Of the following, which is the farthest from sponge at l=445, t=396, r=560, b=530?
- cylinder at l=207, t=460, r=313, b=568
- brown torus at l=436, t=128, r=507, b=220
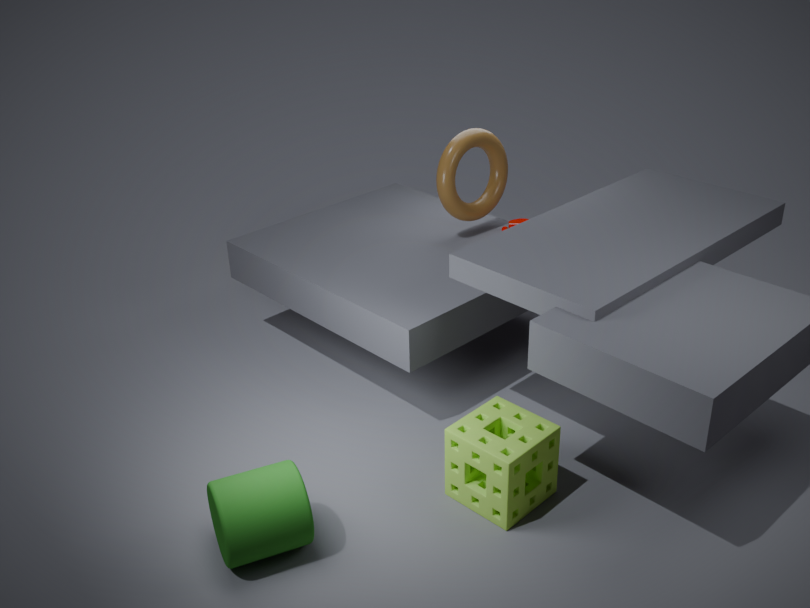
brown torus at l=436, t=128, r=507, b=220
